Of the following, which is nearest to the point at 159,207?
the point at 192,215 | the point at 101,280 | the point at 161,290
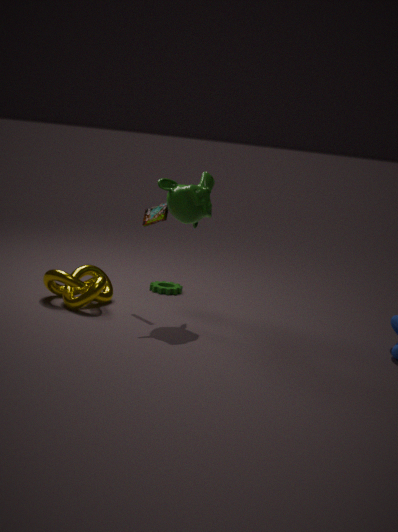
the point at 192,215
